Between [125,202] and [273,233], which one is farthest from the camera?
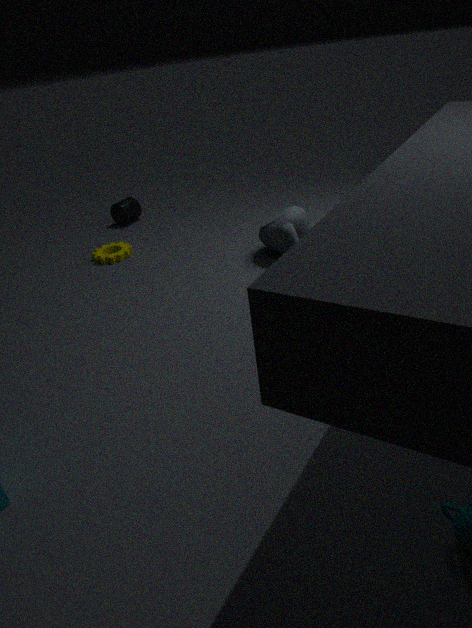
[125,202]
